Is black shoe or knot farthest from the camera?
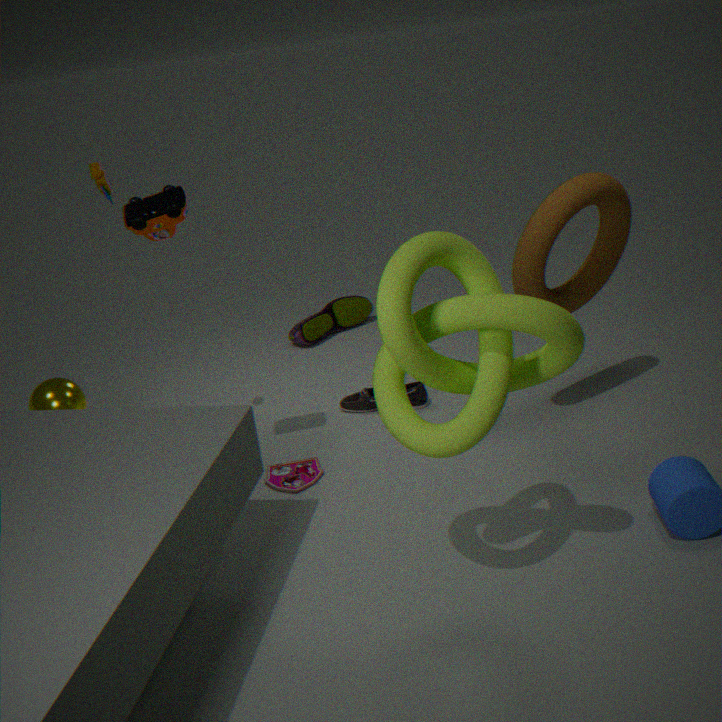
black shoe
